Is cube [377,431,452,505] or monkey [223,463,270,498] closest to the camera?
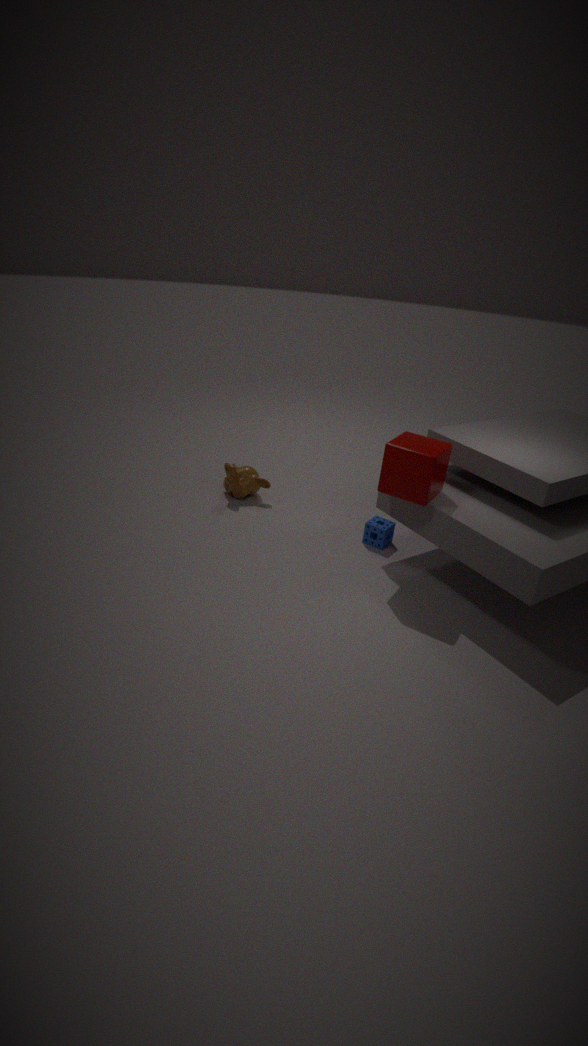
cube [377,431,452,505]
